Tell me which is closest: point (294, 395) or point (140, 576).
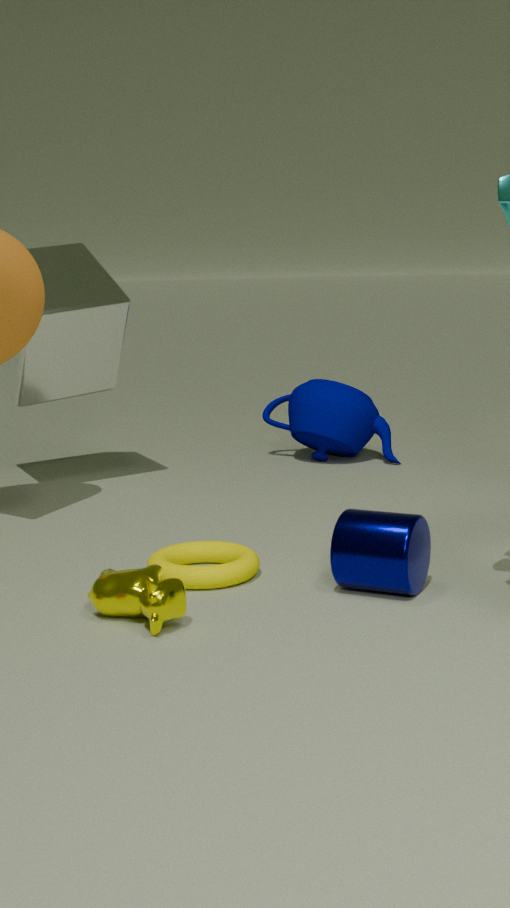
point (140, 576)
